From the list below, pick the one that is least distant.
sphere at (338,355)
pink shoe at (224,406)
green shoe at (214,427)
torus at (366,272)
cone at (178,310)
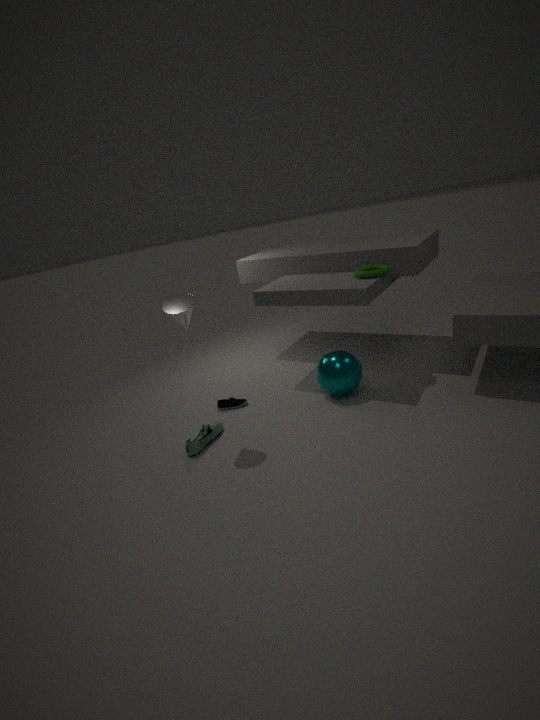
cone at (178,310)
